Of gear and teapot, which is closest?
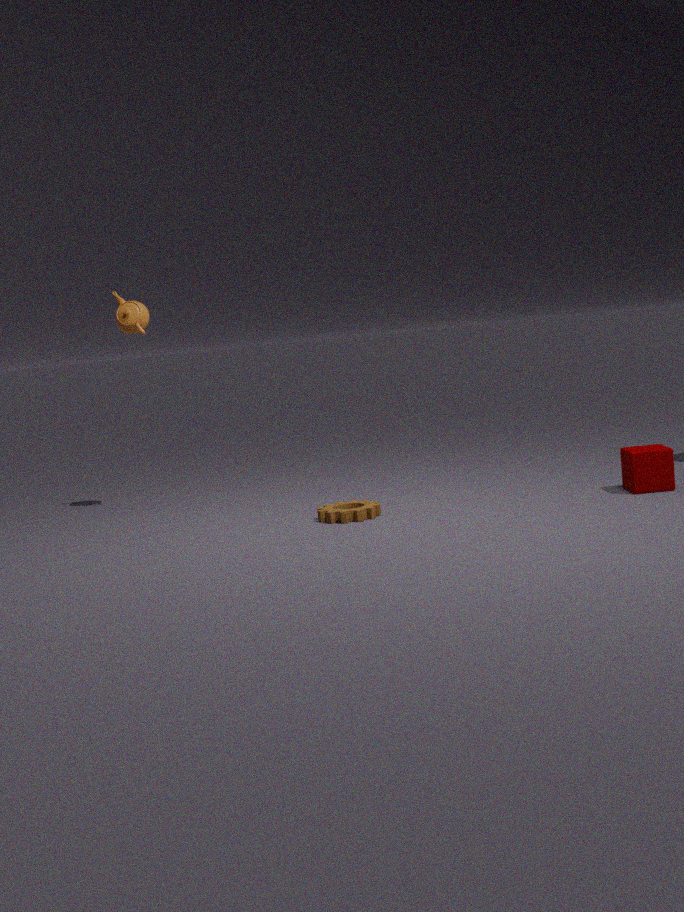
gear
